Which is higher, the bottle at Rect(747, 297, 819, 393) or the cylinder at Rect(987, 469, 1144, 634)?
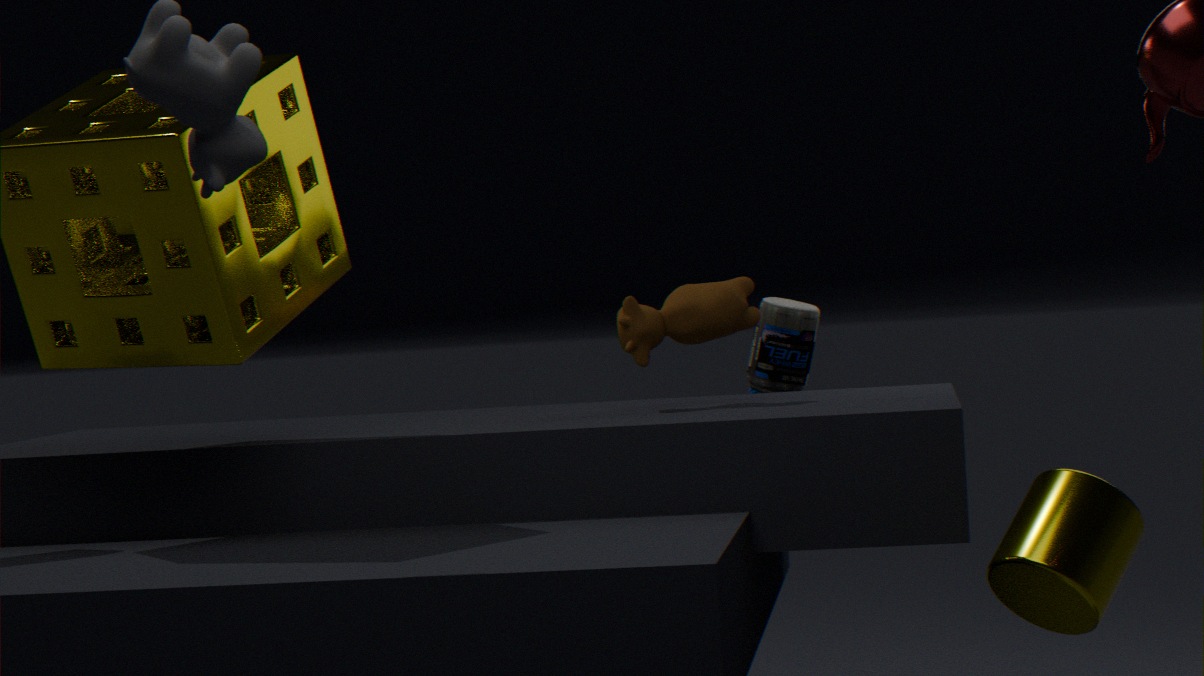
the bottle at Rect(747, 297, 819, 393)
